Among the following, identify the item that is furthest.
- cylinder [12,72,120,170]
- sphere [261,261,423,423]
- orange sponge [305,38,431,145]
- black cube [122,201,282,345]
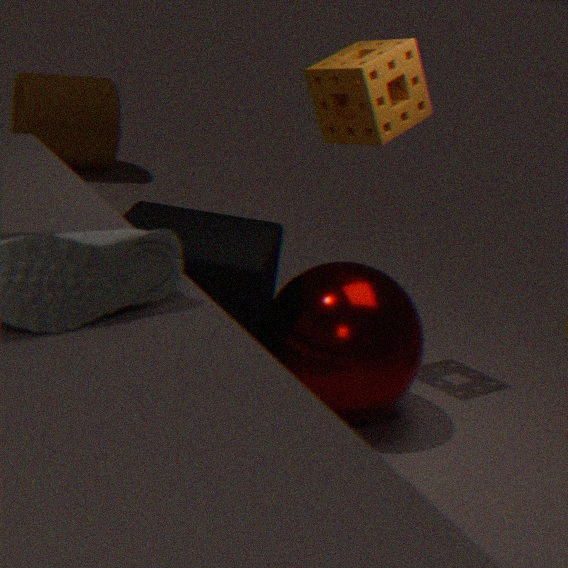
cylinder [12,72,120,170]
